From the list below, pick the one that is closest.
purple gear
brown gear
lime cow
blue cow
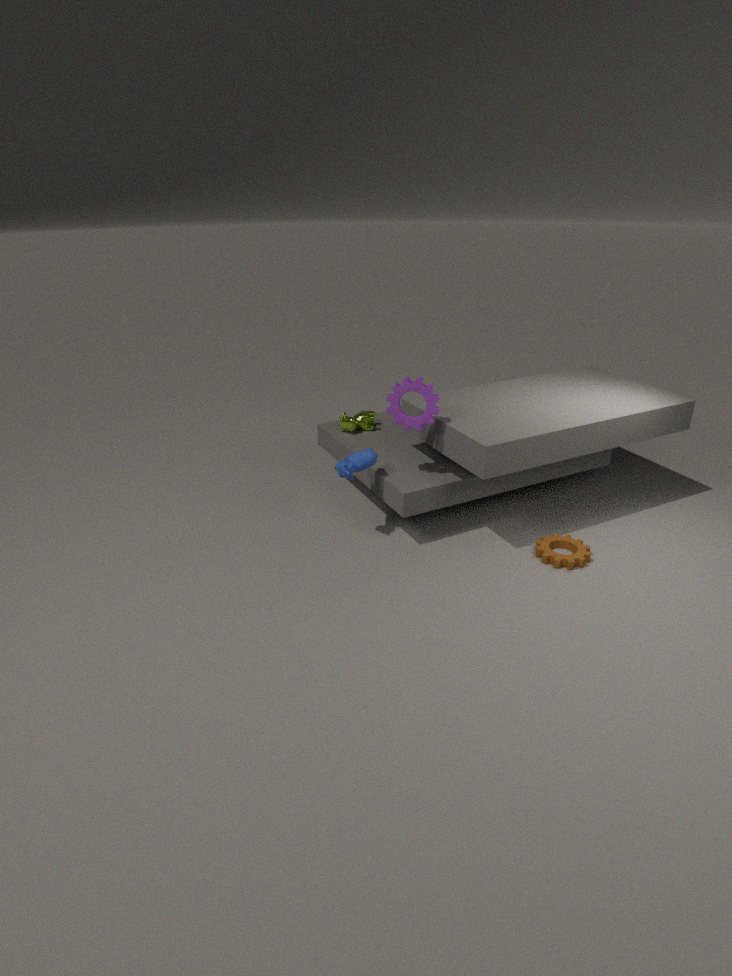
brown gear
